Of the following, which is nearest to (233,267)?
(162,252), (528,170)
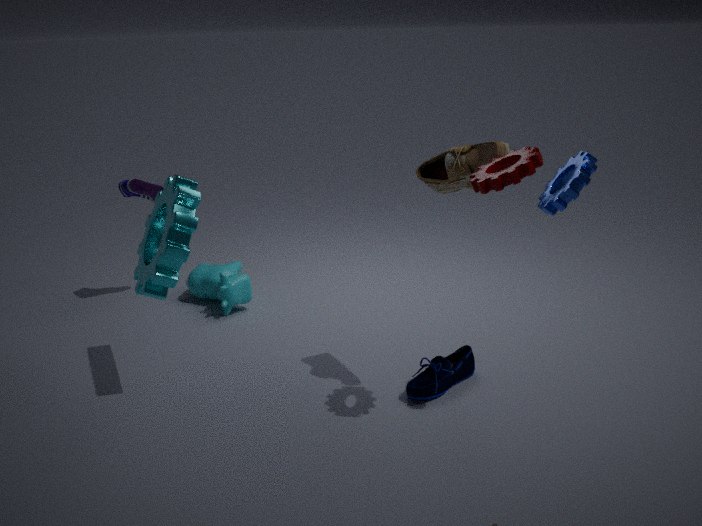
(162,252)
